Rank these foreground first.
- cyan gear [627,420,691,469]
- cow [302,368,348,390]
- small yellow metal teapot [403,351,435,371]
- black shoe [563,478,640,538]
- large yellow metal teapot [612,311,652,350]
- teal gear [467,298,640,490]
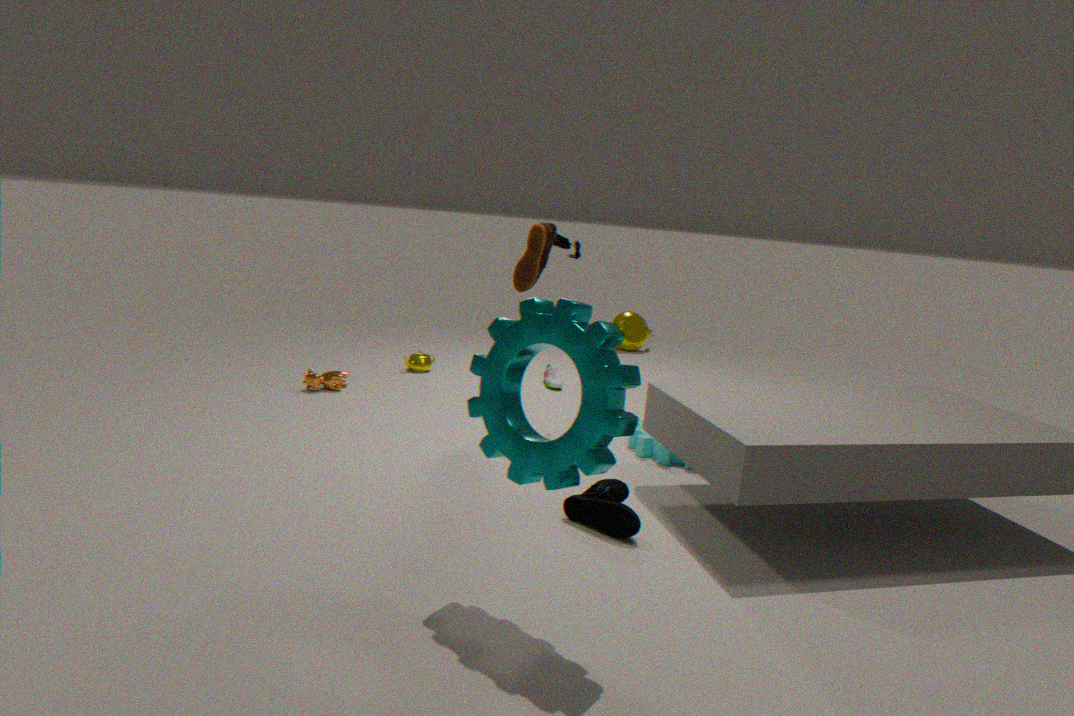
teal gear [467,298,640,490] < black shoe [563,478,640,538] < cyan gear [627,420,691,469] < cow [302,368,348,390] < small yellow metal teapot [403,351,435,371] < large yellow metal teapot [612,311,652,350]
